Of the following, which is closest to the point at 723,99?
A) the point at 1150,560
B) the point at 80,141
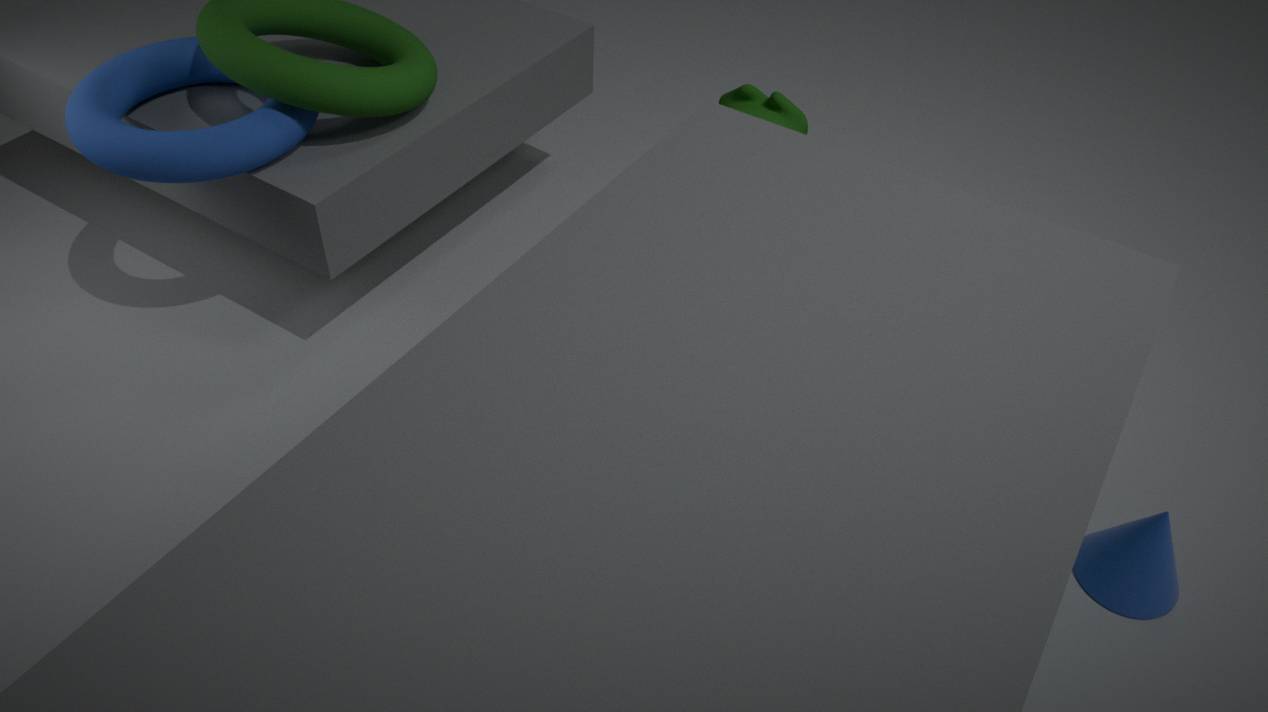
the point at 80,141
